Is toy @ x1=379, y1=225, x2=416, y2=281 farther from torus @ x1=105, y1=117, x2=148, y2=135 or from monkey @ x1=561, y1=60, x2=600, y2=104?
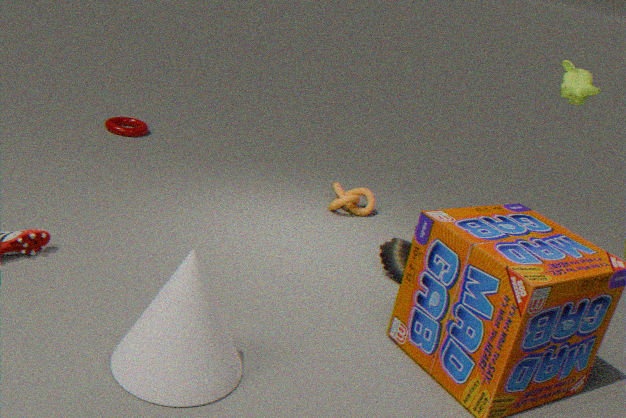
torus @ x1=105, y1=117, x2=148, y2=135
